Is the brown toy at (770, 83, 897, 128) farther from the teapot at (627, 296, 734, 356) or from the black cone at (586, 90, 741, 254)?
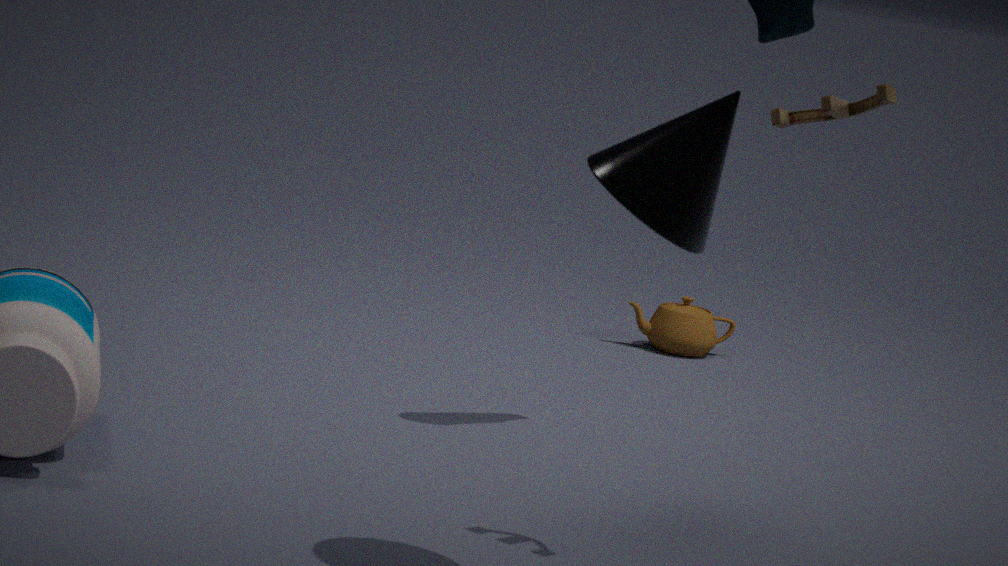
the teapot at (627, 296, 734, 356)
